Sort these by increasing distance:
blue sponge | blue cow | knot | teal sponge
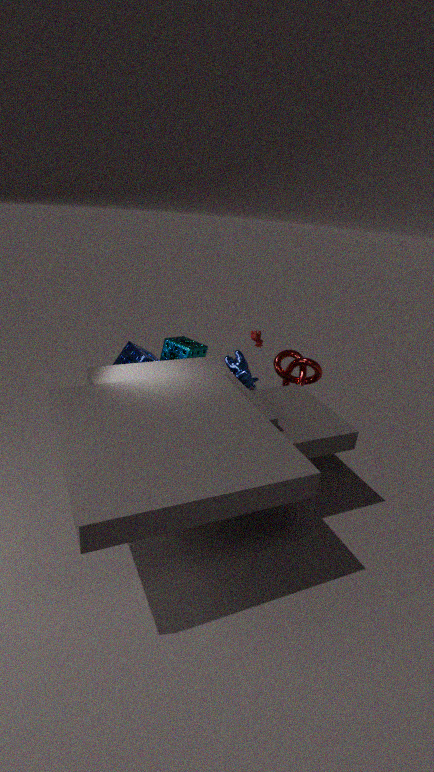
blue cow, blue sponge, knot, teal sponge
